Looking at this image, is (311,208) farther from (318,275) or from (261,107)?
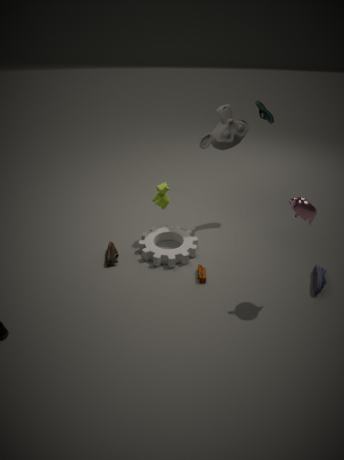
(261,107)
